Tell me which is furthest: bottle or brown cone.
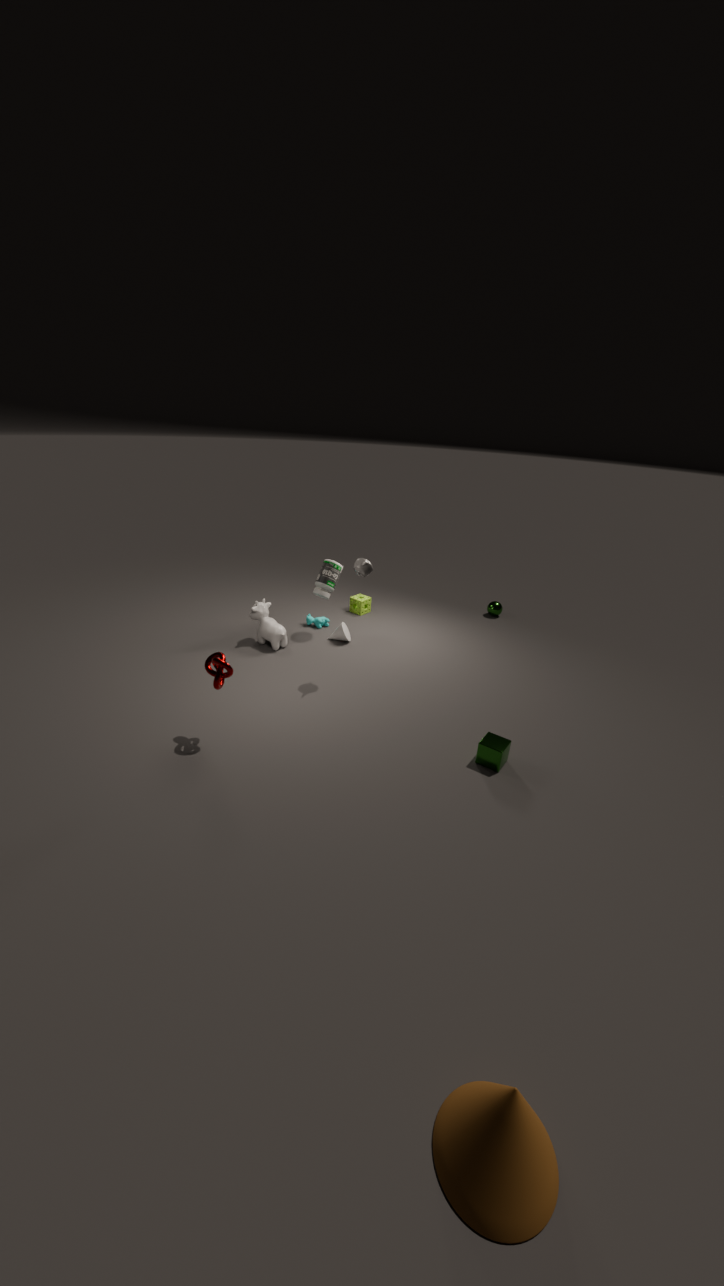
bottle
